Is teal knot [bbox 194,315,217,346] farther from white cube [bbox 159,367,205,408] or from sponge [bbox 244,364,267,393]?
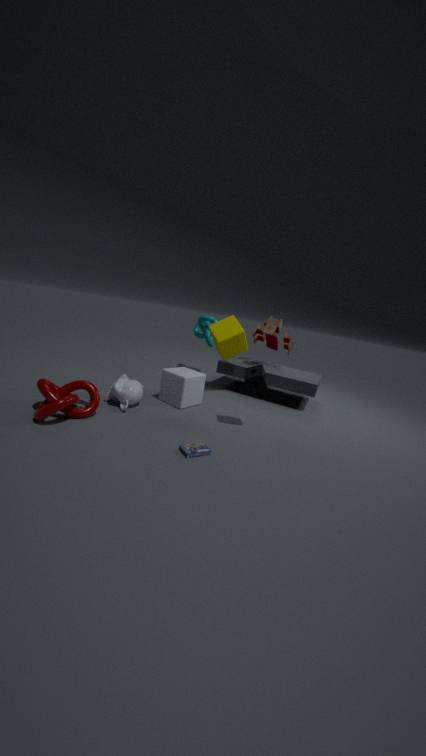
sponge [bbox 244,364,267,393]
